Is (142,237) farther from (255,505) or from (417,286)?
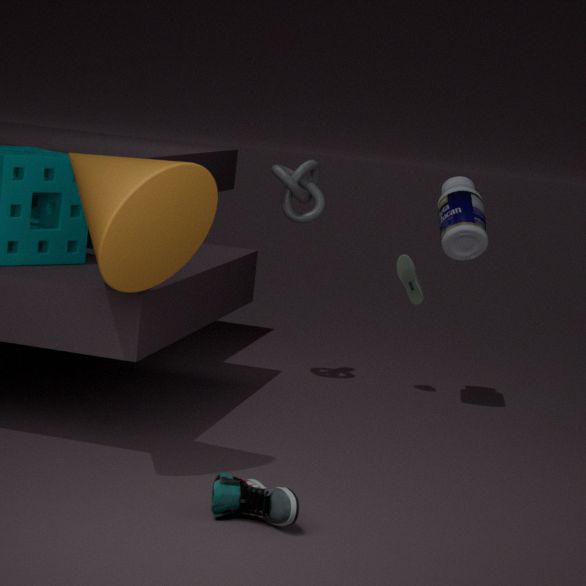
(417,286)
